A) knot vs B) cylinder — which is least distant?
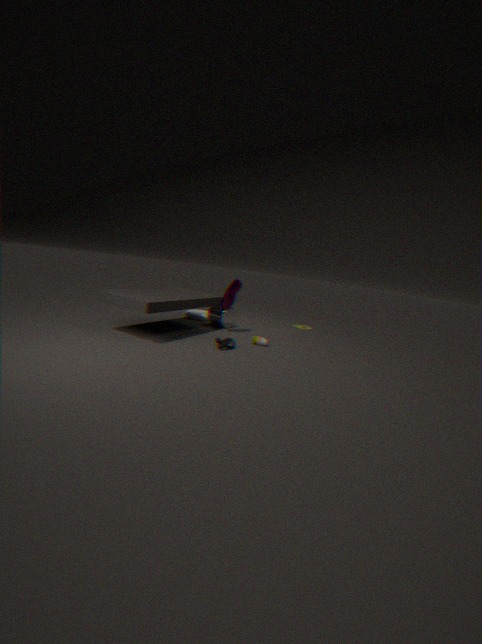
A. knot
